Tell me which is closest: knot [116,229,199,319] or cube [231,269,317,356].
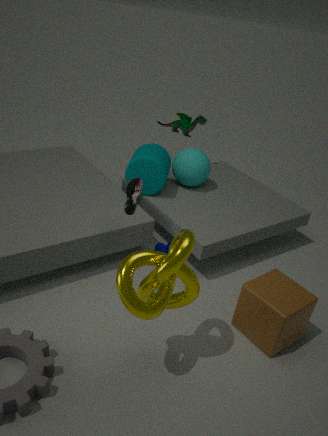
knot [116,229,199,319]
